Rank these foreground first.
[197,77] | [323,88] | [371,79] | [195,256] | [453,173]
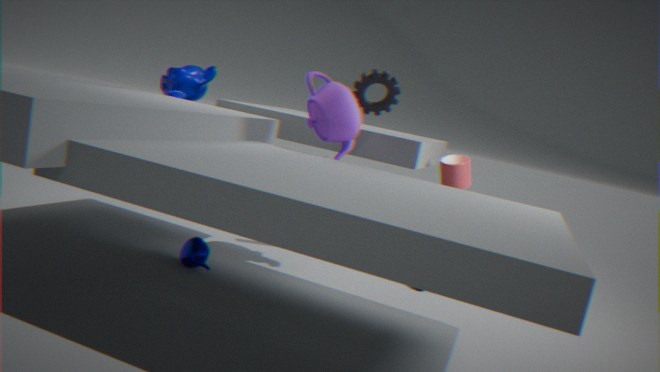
[195,256]
[323,88]
[371,79]
[453,173]
[197,77]
